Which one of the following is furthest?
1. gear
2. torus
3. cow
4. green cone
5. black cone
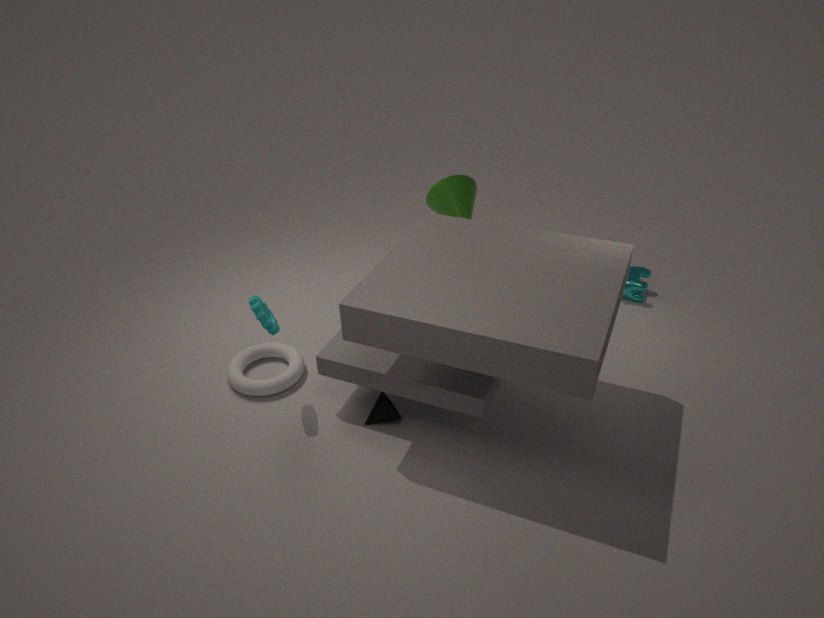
cow
